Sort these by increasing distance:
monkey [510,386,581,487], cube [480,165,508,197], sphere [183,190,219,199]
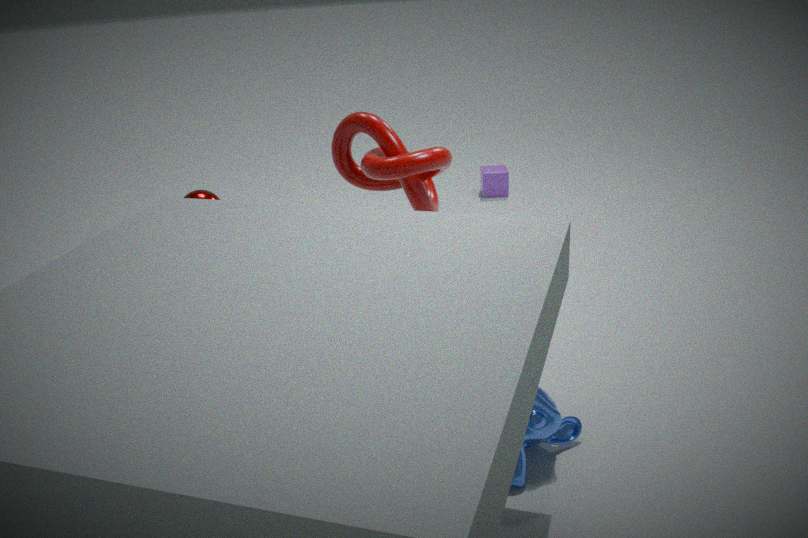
monkey [510,386,581,487] → sphere [183,190,219,199] → cube [480,165,508,197]
